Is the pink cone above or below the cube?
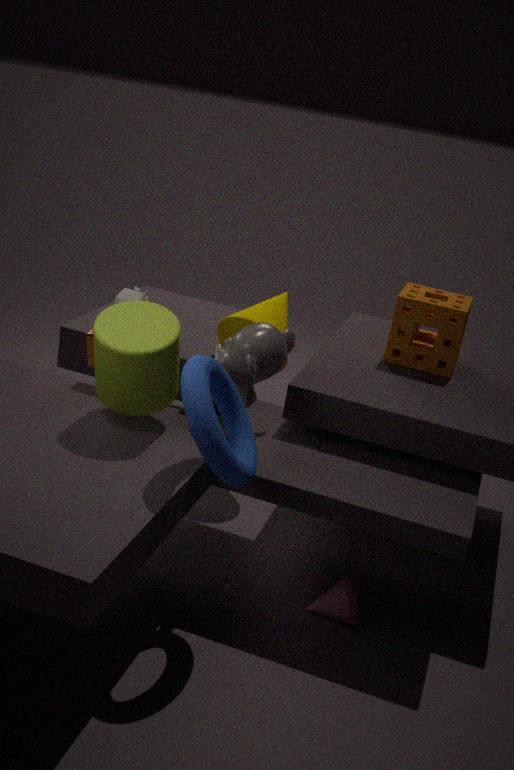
below
